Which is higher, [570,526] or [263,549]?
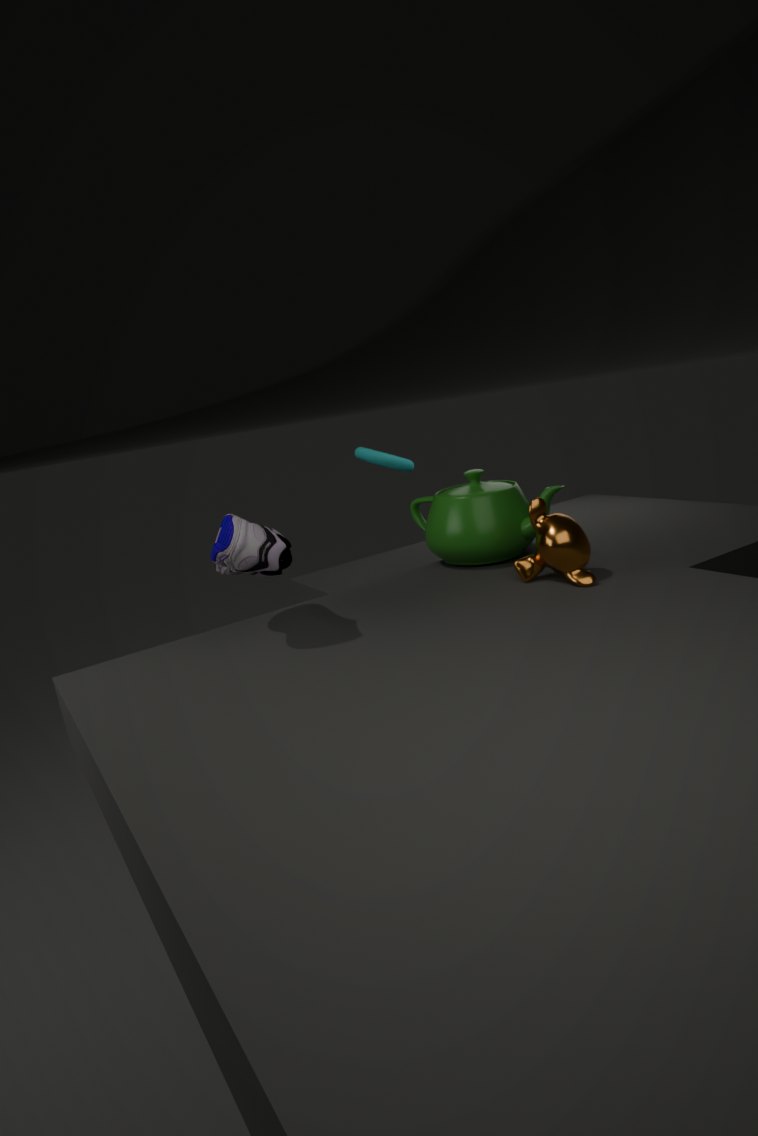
[263,549]
